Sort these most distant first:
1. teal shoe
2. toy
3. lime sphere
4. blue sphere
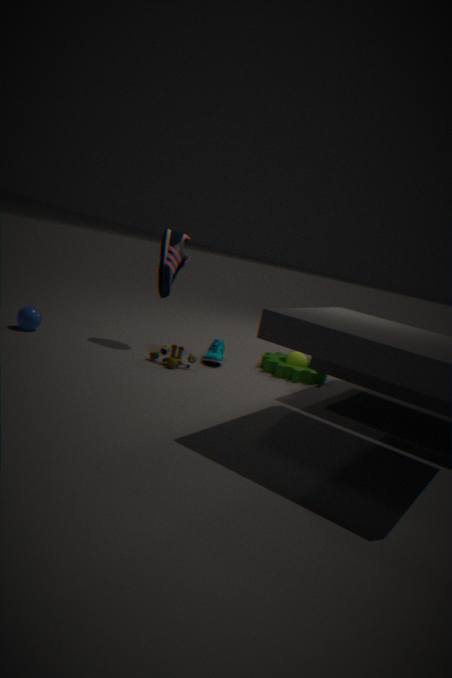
lime sphere < teal shoe < blue sphere < toy
